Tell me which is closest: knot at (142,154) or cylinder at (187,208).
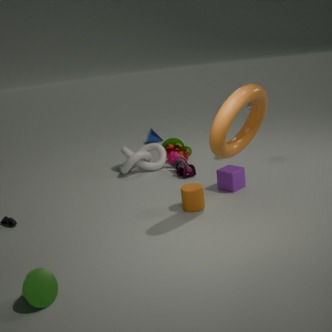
cylinder at (187,208)
